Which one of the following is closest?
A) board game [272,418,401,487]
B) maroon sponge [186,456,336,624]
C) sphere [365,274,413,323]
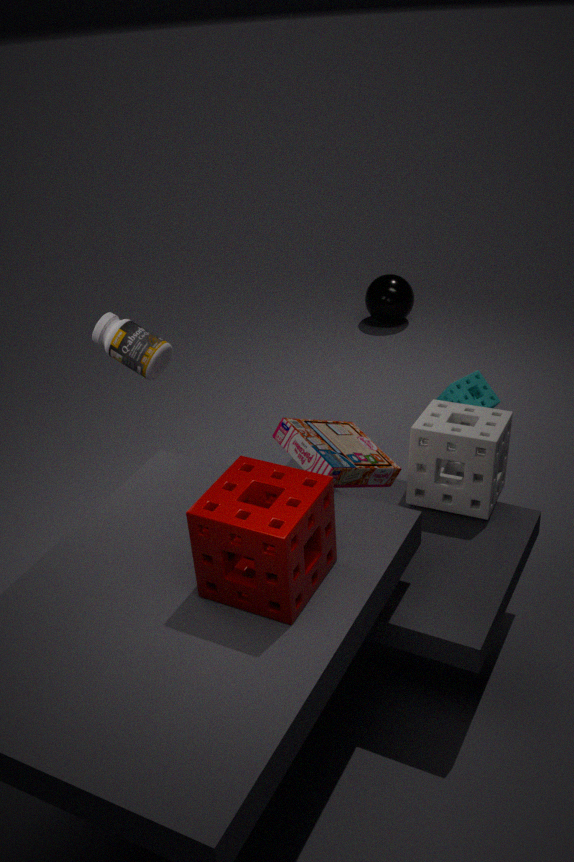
maroon sponge [186,456,336,624]
